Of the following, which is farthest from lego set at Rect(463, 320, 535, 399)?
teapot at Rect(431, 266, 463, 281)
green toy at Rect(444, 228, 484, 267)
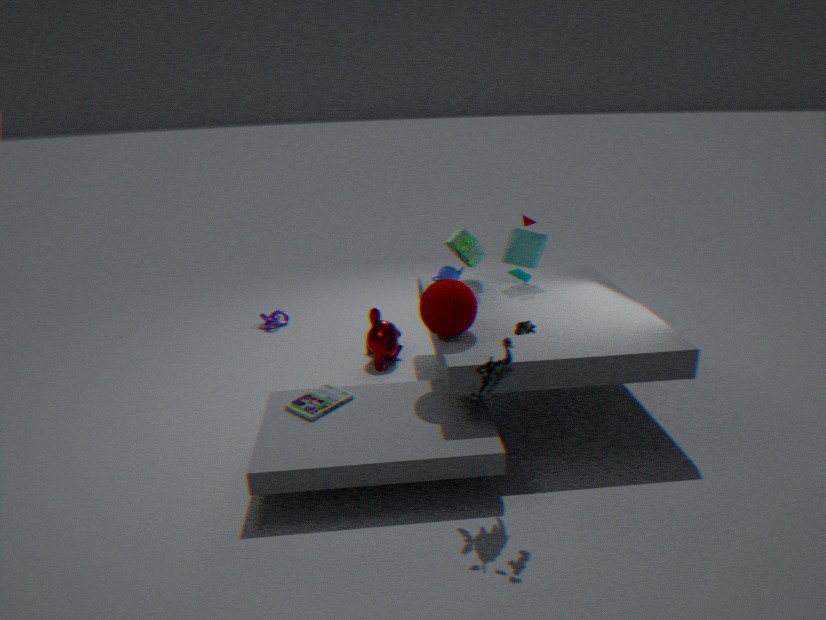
teapot at Rect(431, 266, 463, 281)
